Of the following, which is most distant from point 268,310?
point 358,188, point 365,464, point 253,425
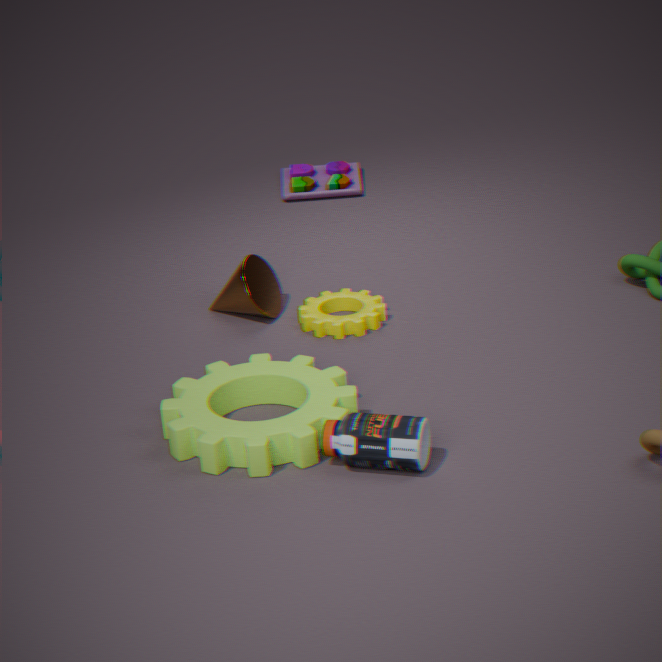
point 358,188
